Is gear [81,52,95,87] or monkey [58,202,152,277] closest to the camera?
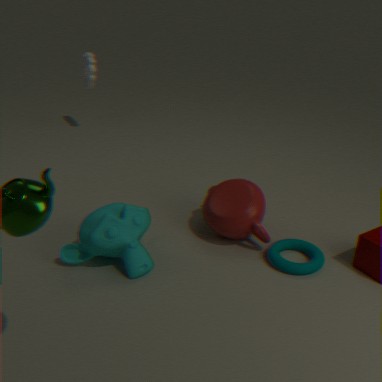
monkey [58,202,152,277]
